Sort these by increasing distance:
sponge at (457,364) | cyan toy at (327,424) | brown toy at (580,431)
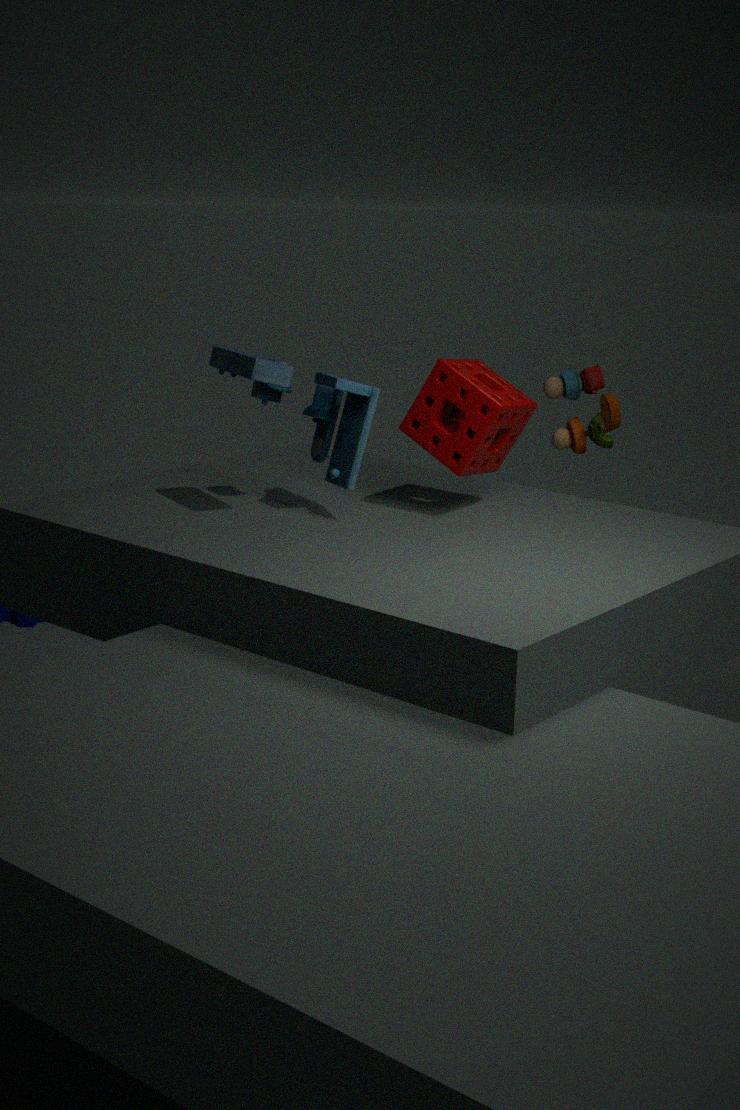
cyan toy at (327,424) → sponge at (457,364) → brown toy at (580,431)
